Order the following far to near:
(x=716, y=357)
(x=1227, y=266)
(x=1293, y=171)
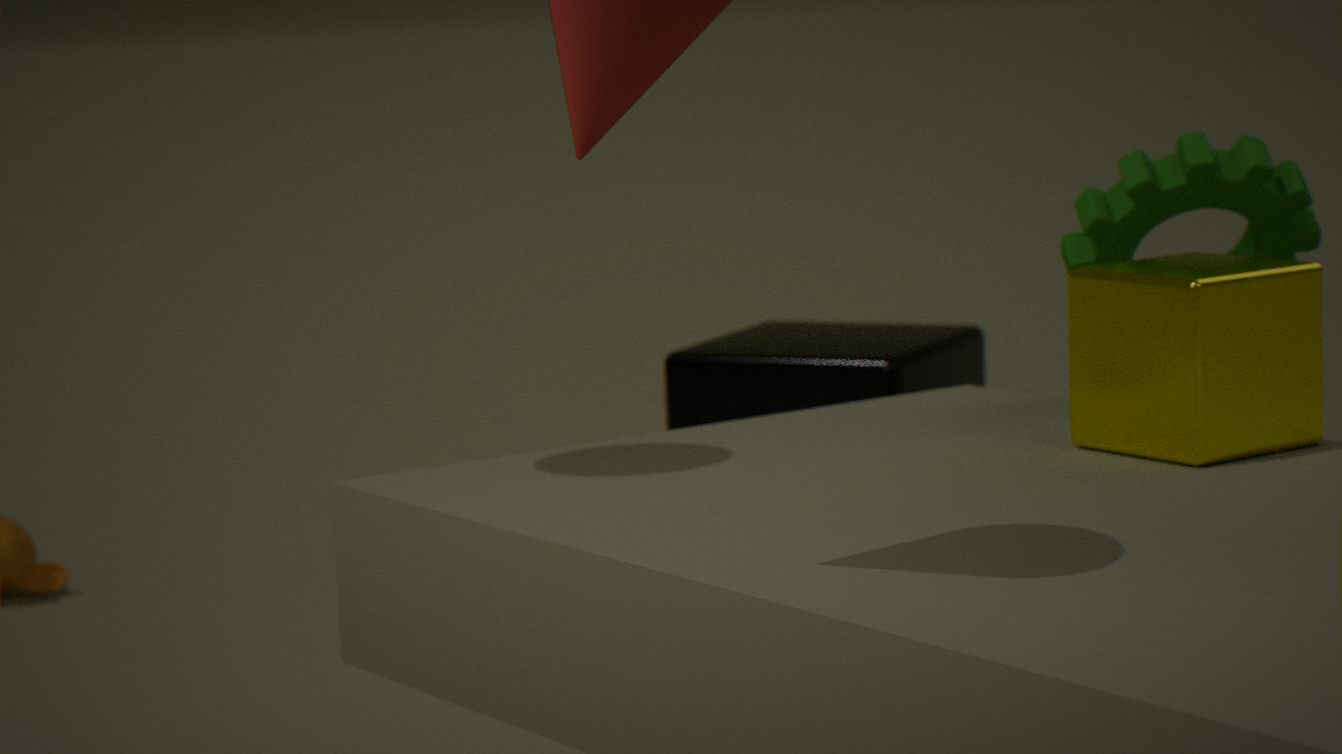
(x=716, y=357), (x=1293, y=171), (x=1227, y=266)
